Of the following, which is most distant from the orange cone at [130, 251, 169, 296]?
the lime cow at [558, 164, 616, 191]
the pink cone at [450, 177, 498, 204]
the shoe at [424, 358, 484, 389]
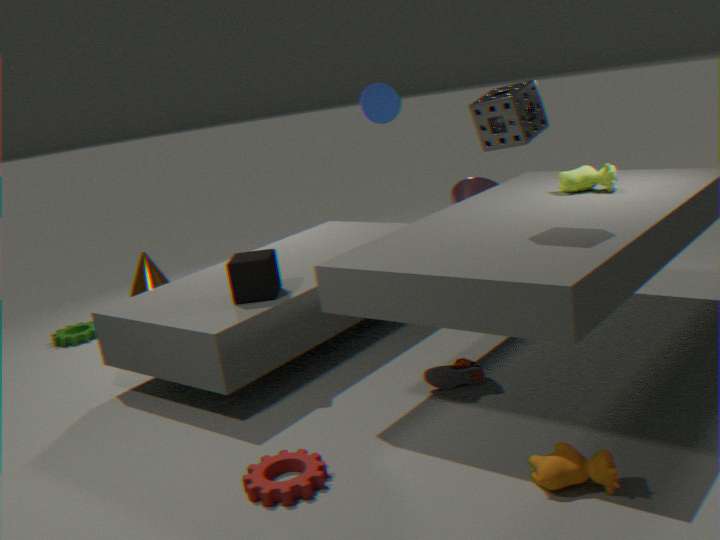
the lime cow at [558, 164, 616, 191]
